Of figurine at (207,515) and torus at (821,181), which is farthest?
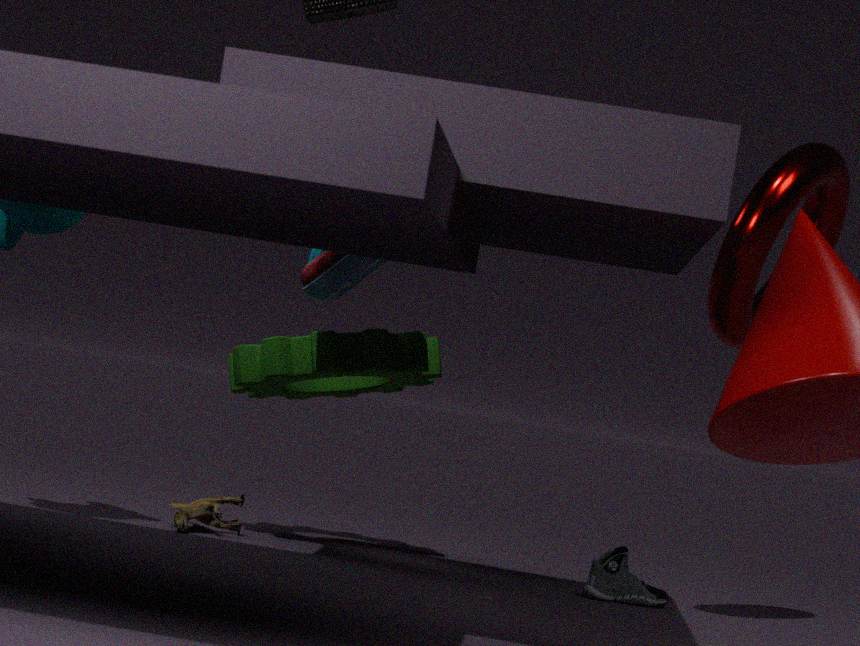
figurine at (207,515)
